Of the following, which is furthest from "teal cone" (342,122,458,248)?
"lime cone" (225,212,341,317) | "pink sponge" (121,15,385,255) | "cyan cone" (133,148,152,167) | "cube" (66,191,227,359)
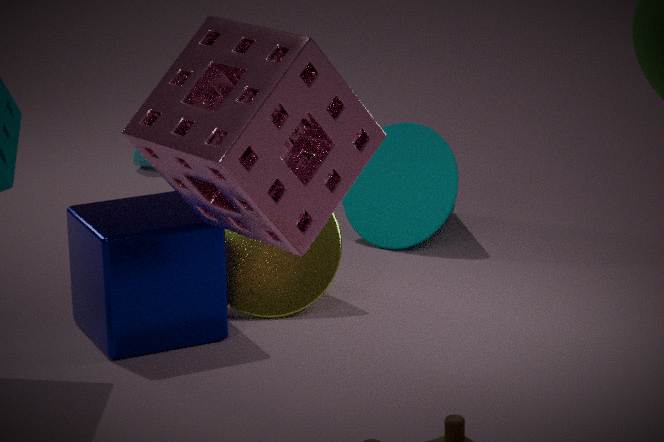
"pink sponge" (121,15,385,255)
